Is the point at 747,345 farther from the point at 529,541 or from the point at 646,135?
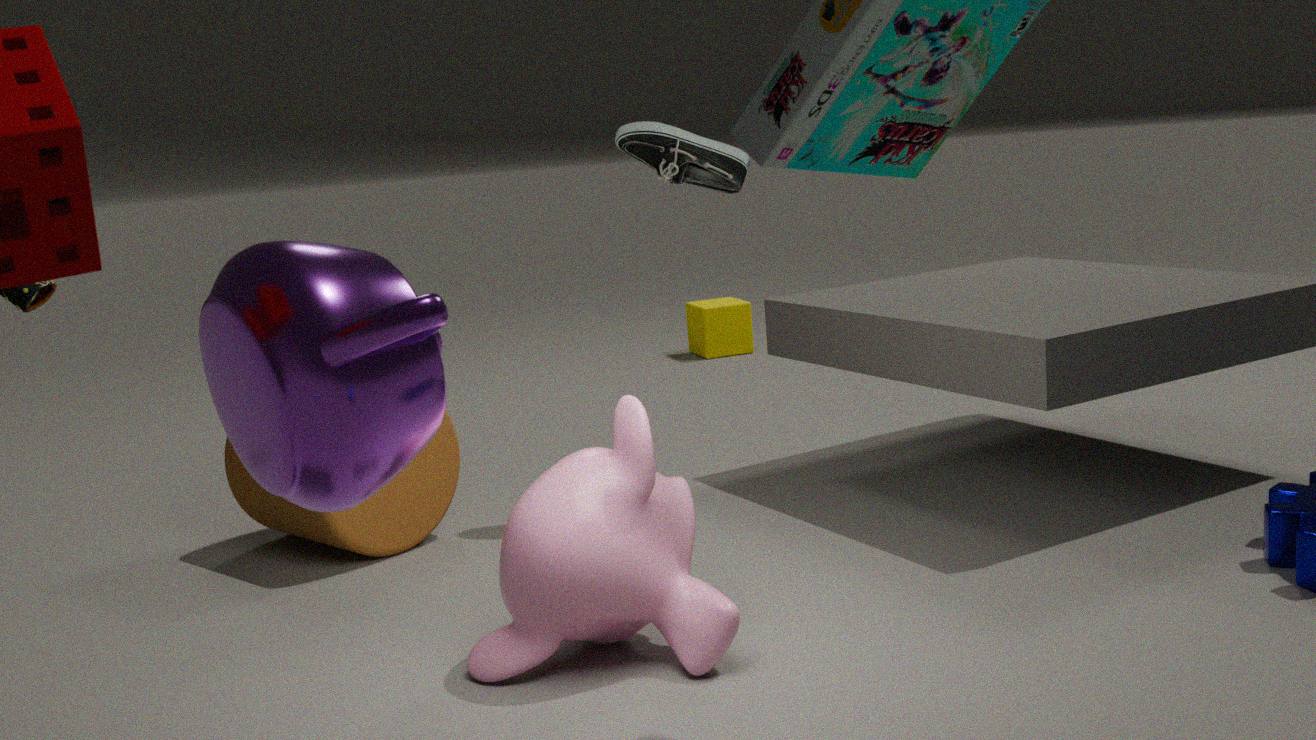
the point at 529,541
